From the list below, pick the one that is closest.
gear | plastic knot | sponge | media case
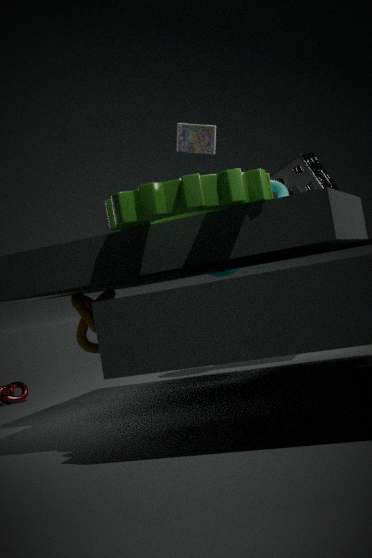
gear
